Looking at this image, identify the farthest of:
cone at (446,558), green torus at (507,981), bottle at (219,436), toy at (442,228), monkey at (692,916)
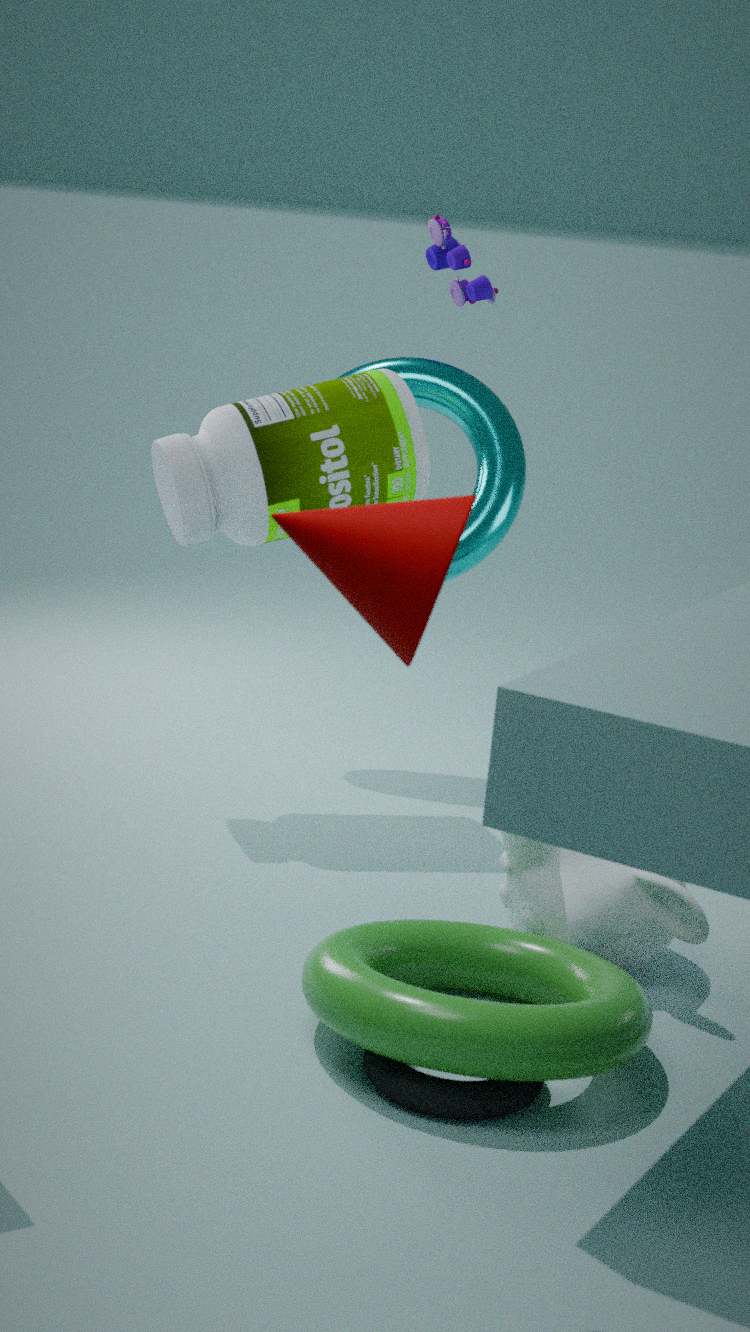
toy at (442,228)
